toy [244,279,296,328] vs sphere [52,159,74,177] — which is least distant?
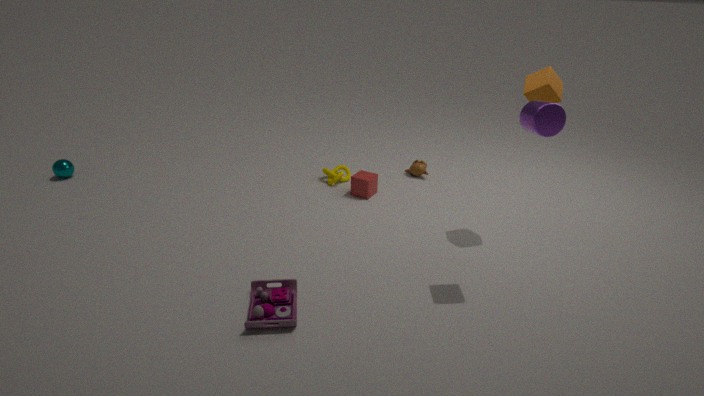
toy [244,279,296,328]
